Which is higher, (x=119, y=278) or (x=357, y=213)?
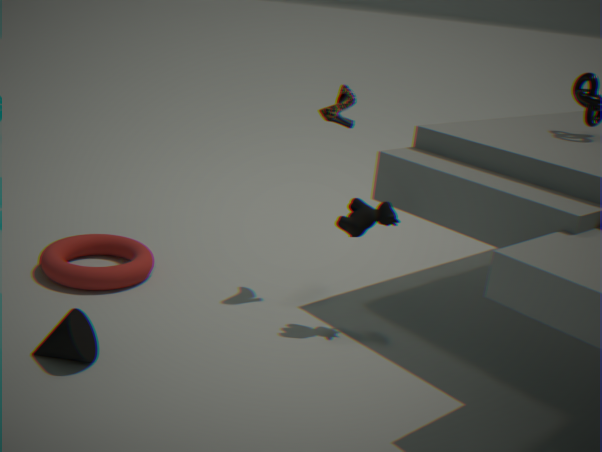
(x=357, y=213)
